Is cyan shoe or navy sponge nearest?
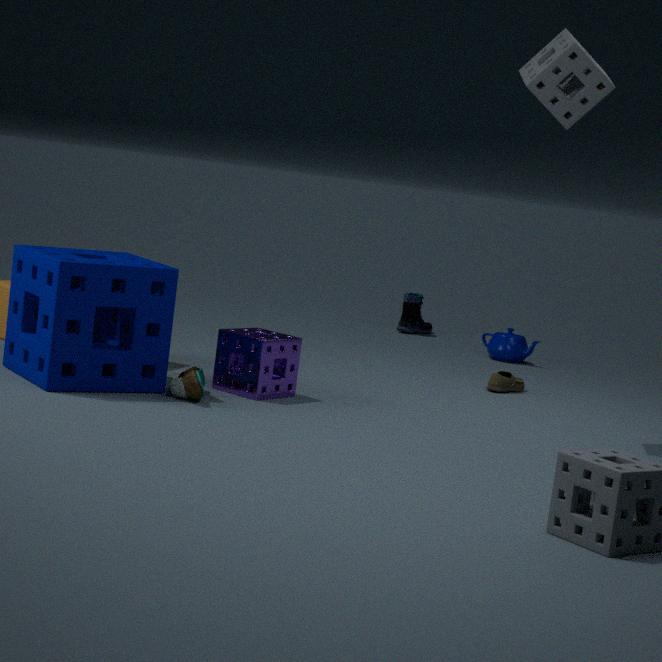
navy sponge
